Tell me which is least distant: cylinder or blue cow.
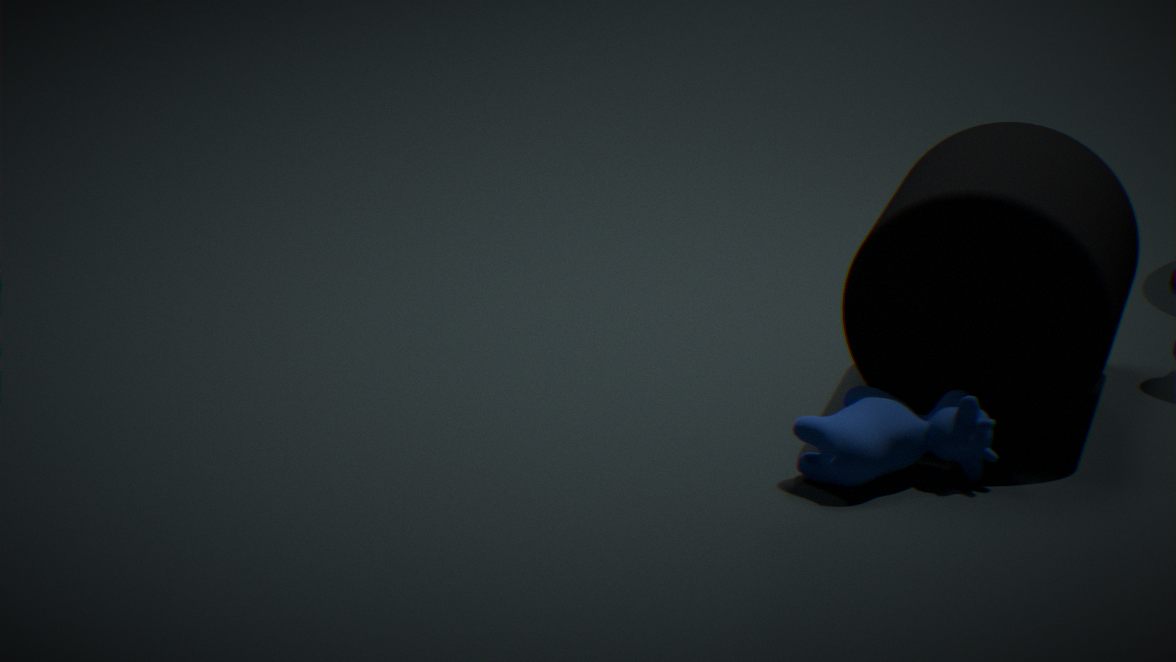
blue cow
